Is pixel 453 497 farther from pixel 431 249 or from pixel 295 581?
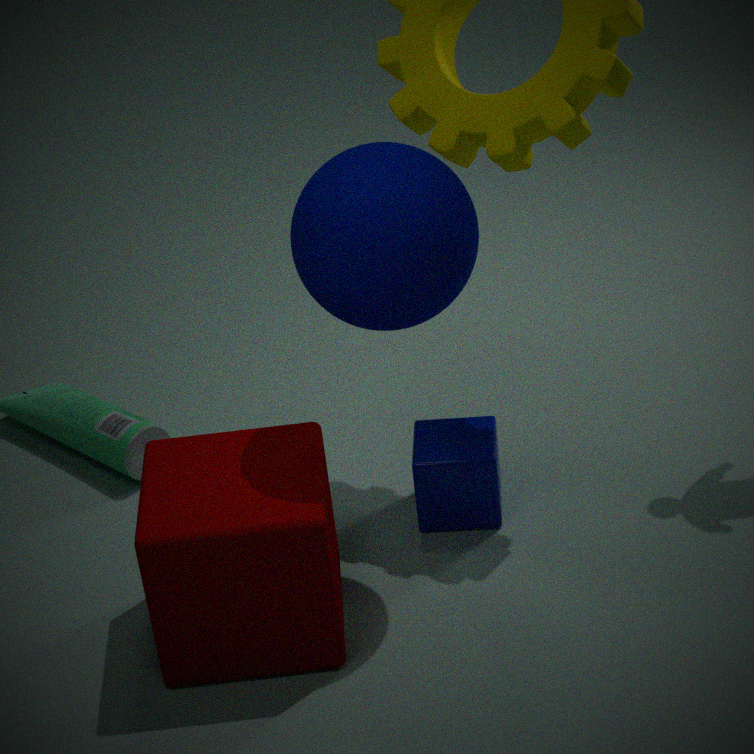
pixel 431 249
